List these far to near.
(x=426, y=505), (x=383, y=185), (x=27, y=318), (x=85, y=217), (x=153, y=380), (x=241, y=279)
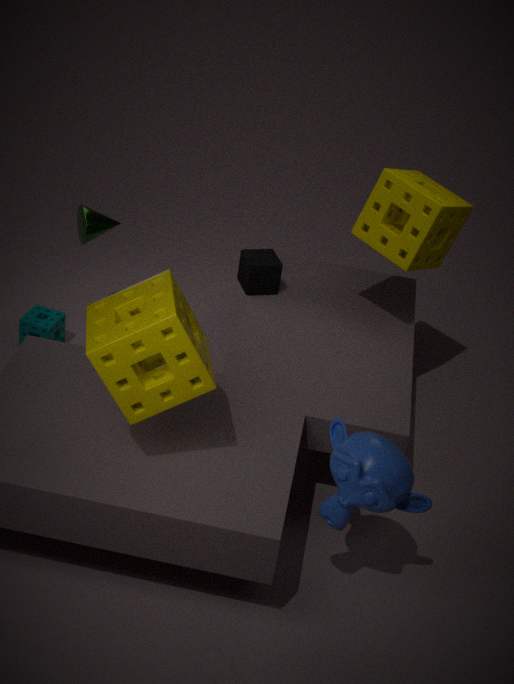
(x=27, y=318) → (x=241, y=279) → (x=85, y=217) → (x=383, y=185) → (x=426, y=505) → (x=153, y=380)
